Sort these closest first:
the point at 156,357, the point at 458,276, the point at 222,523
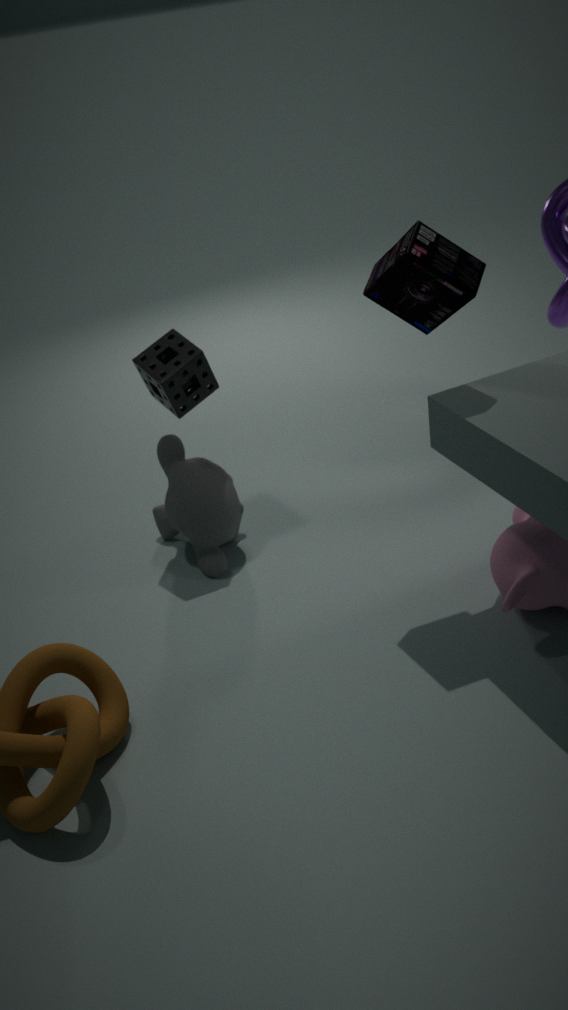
the point at 458,276, the point at 156,357, the point at 222,523
